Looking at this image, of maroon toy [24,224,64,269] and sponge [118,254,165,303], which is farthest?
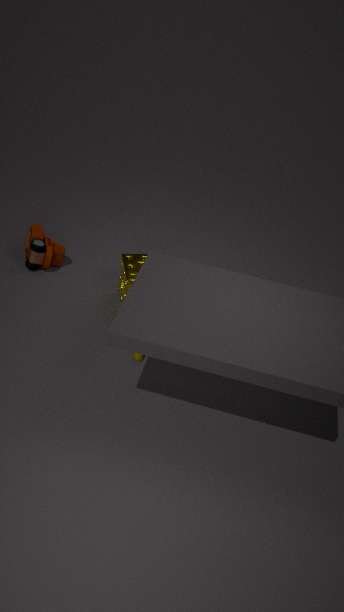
maroon toy [24,224,64,269]
